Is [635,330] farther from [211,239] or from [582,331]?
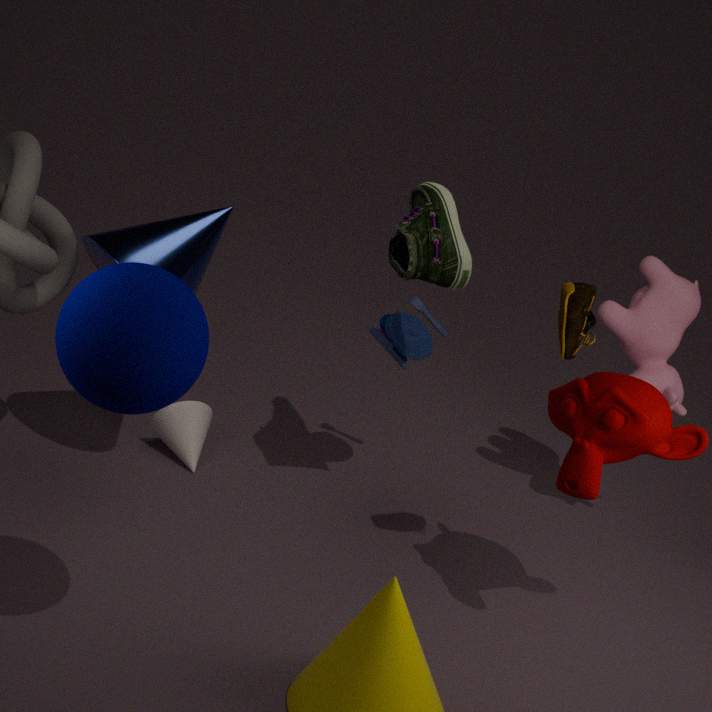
[211,239]
